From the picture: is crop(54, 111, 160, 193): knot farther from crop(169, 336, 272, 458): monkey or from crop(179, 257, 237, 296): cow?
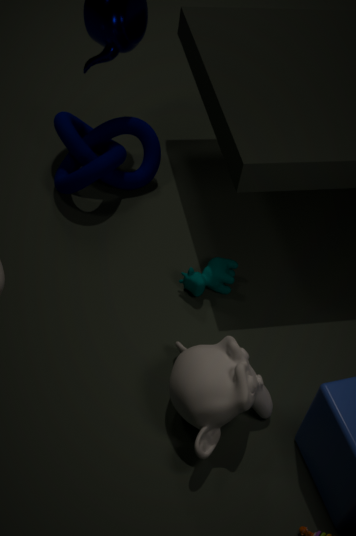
crop(169, 336, 272, 458): monkey
